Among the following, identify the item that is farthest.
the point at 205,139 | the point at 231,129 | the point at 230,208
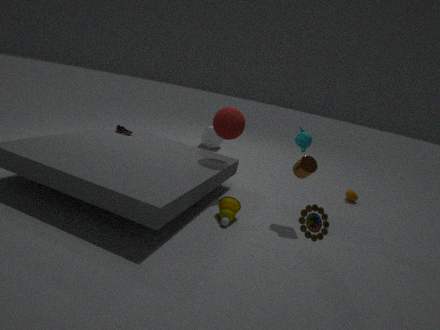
the point at 205,139
